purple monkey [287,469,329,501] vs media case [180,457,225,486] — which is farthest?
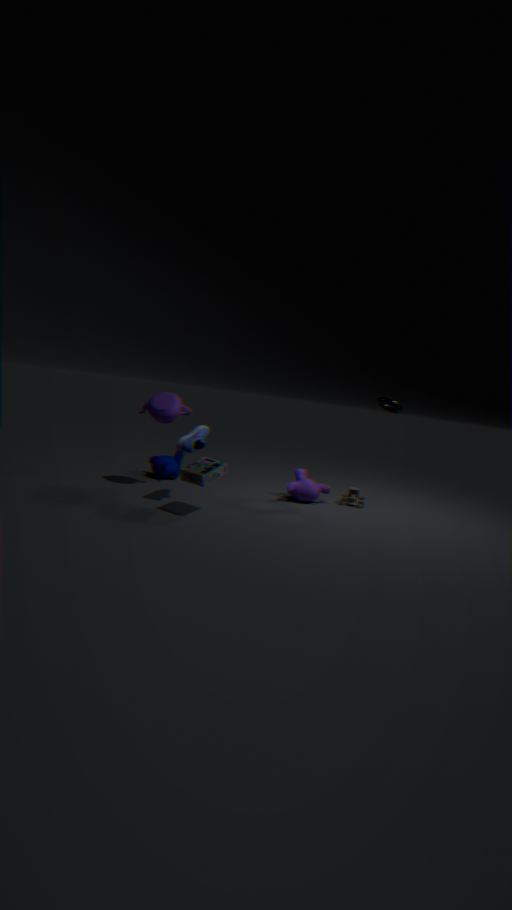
purple monkey [287,469,329,501]
